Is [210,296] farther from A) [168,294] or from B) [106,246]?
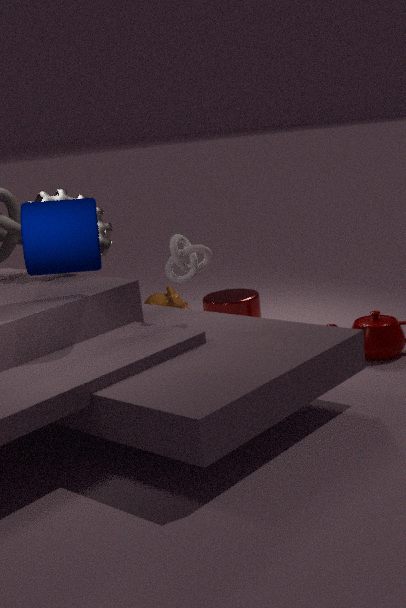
B) [106,246]
